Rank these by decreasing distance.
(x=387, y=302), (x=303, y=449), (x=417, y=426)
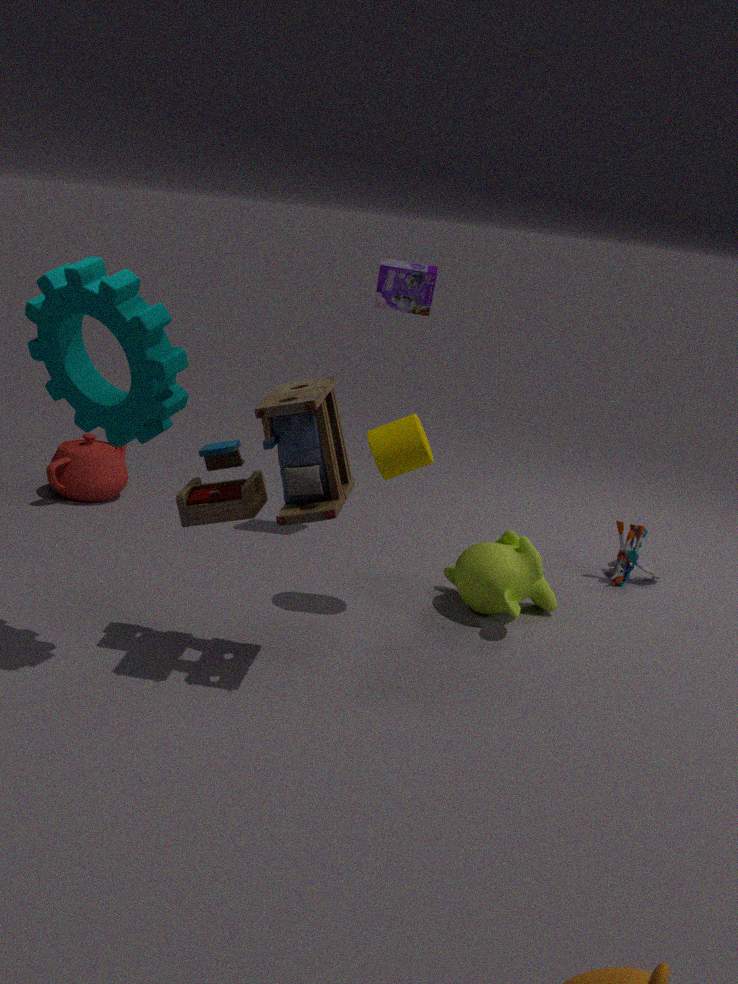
(x=387, y=302), (x=417, y=426), (x=303, y=449)
